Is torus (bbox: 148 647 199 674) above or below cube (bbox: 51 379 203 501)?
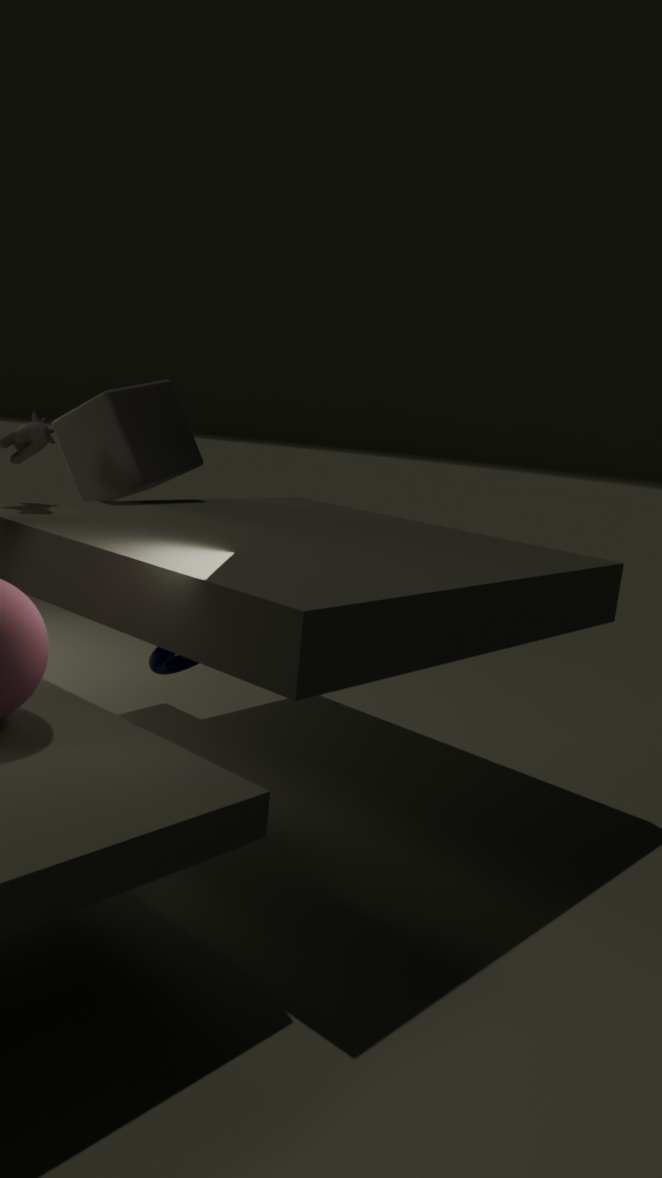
below
